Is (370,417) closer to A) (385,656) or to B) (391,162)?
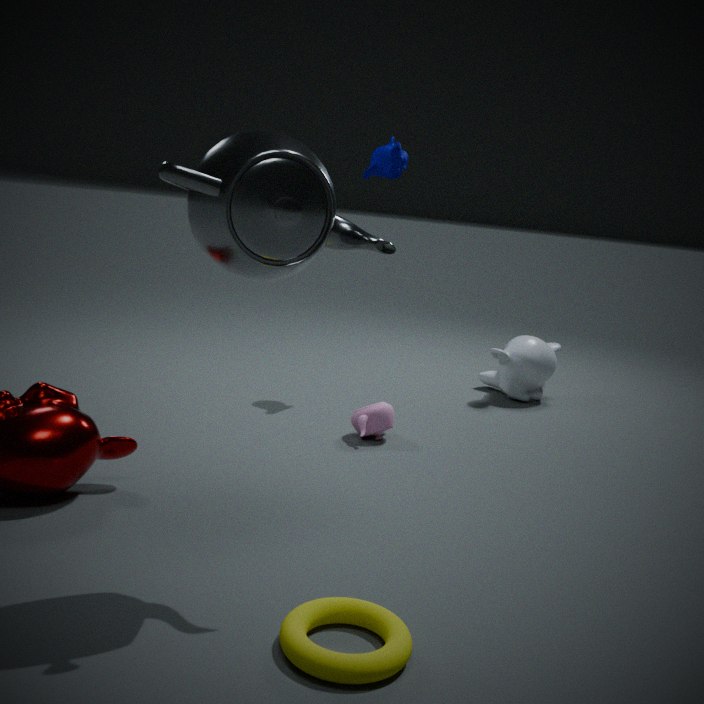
B) (391,162)
